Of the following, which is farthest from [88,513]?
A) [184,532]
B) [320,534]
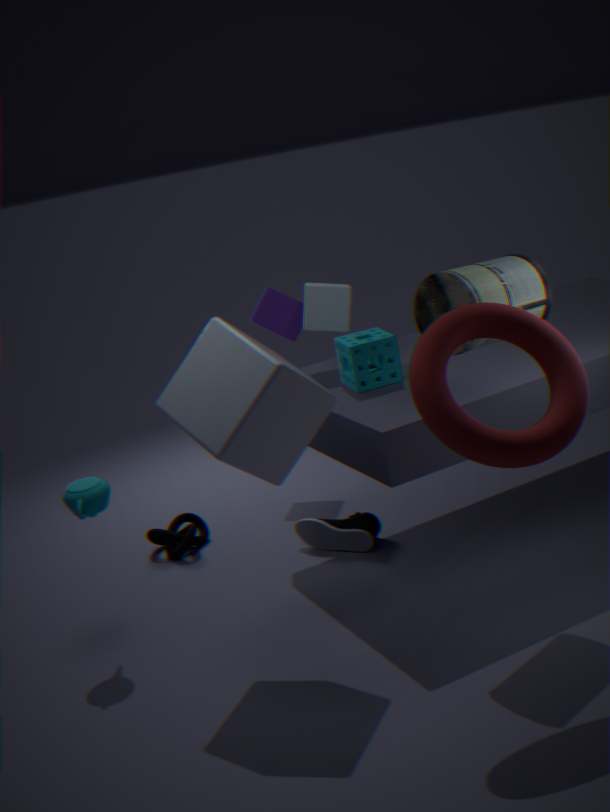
[320,534]
